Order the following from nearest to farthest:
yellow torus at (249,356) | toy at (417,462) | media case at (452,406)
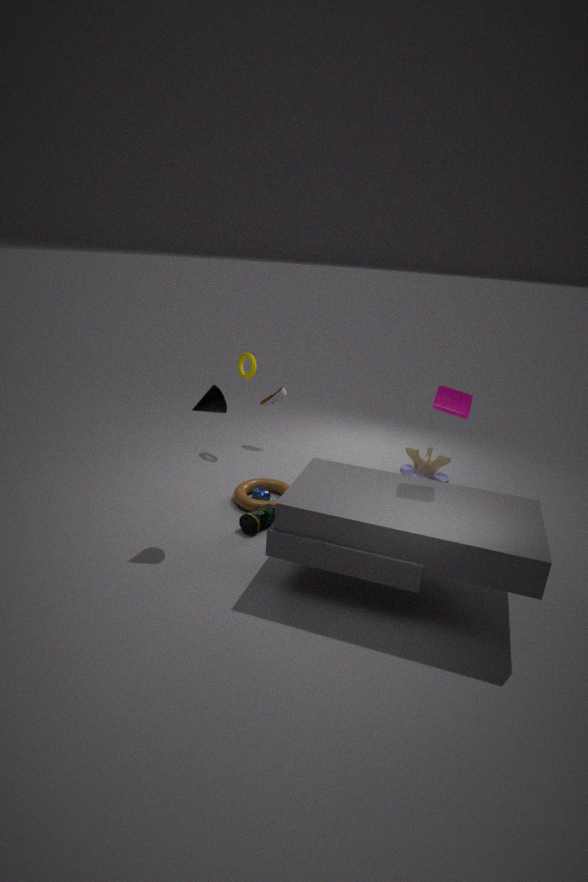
media case at (452,406) < toy at (417,462) < yellow torus at (249,356)
